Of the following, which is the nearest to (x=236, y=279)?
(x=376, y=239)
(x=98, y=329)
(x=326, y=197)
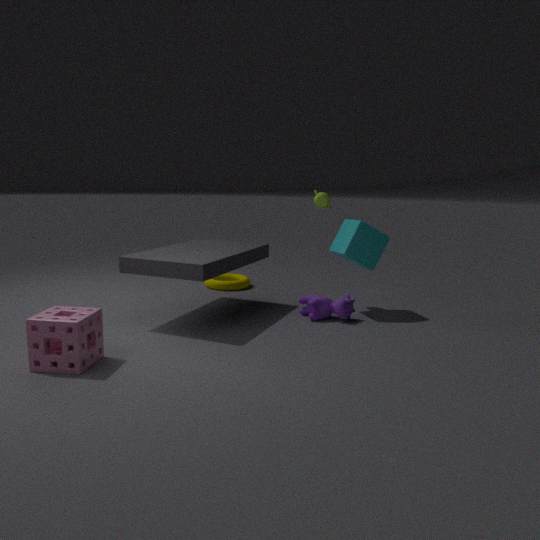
(x=326, y=197)
